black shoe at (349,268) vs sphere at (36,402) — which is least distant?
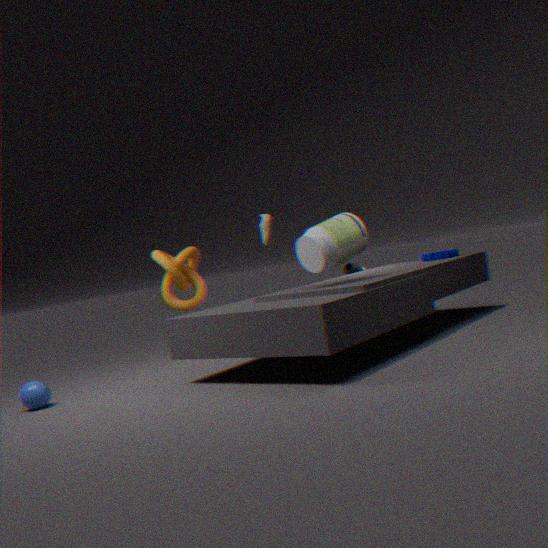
sphere at (36,402)
